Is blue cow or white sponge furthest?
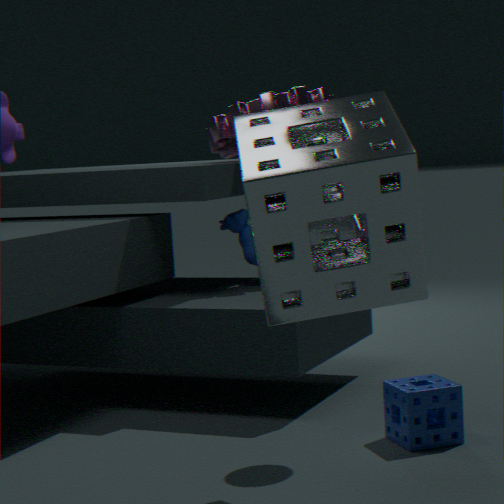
blue cow
